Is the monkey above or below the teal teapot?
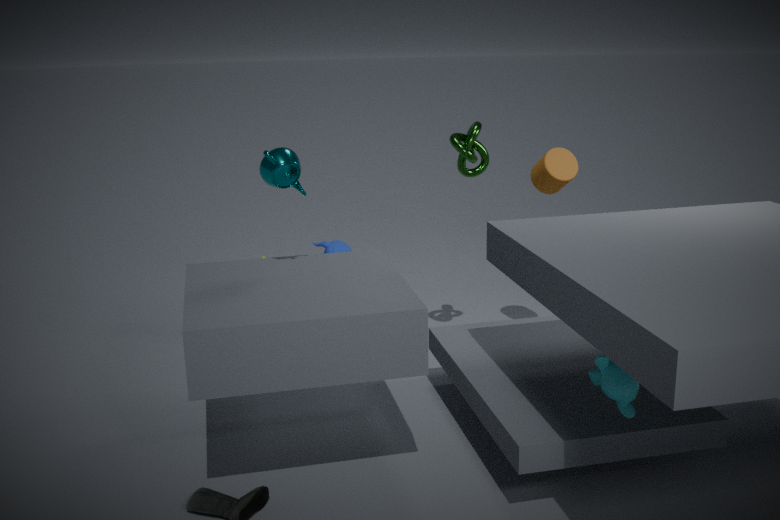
below
